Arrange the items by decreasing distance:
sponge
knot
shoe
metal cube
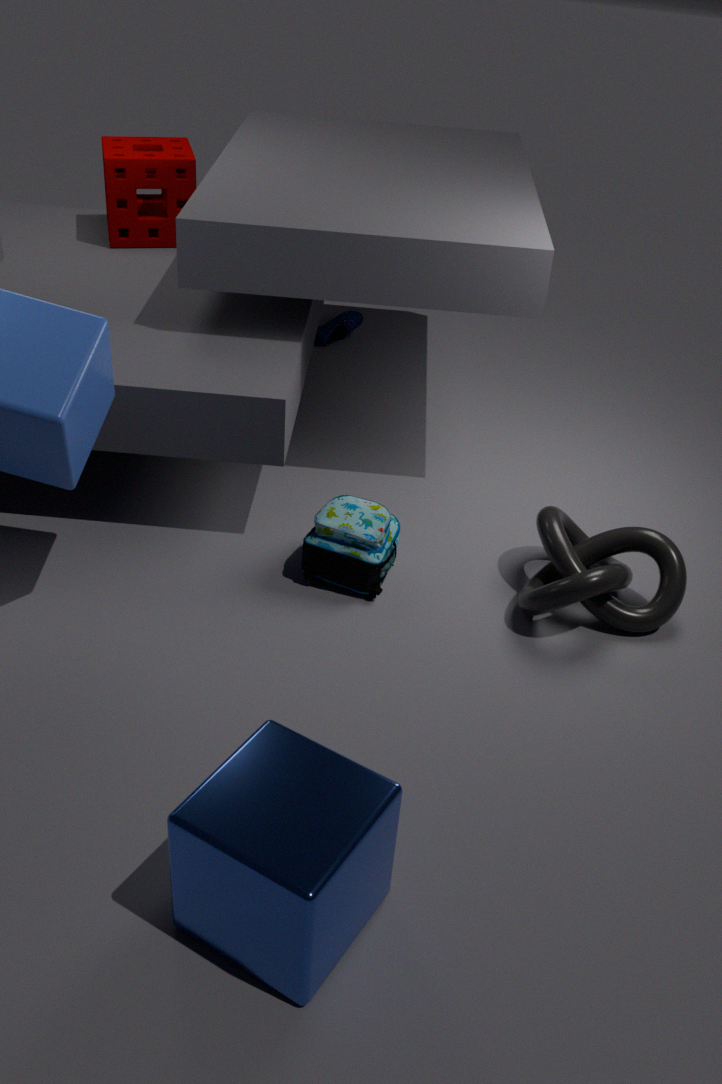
shoe
sponge
knot
metal cube
